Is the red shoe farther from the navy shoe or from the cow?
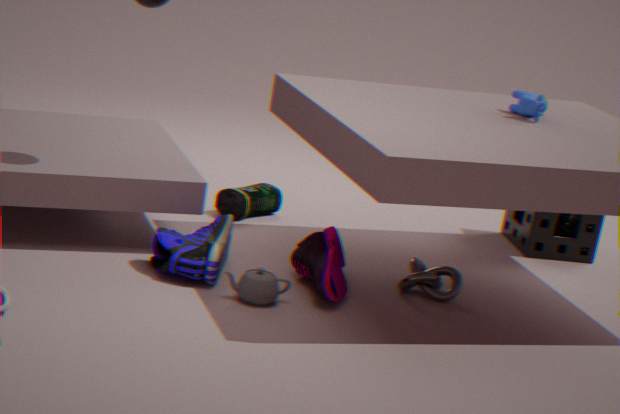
the cow
